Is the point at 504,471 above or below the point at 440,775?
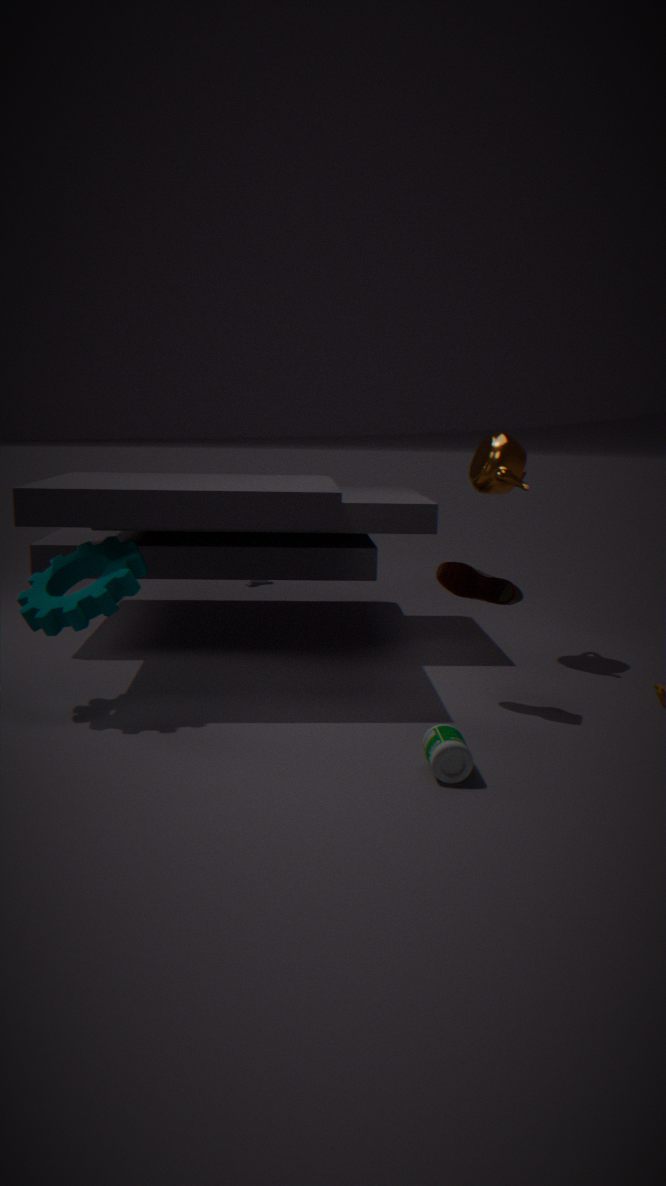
above
